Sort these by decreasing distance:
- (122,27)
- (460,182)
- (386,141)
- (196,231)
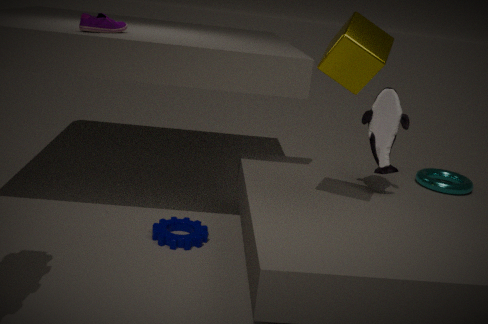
(460,182) → (196,231) → (122,27) → (386,141)
